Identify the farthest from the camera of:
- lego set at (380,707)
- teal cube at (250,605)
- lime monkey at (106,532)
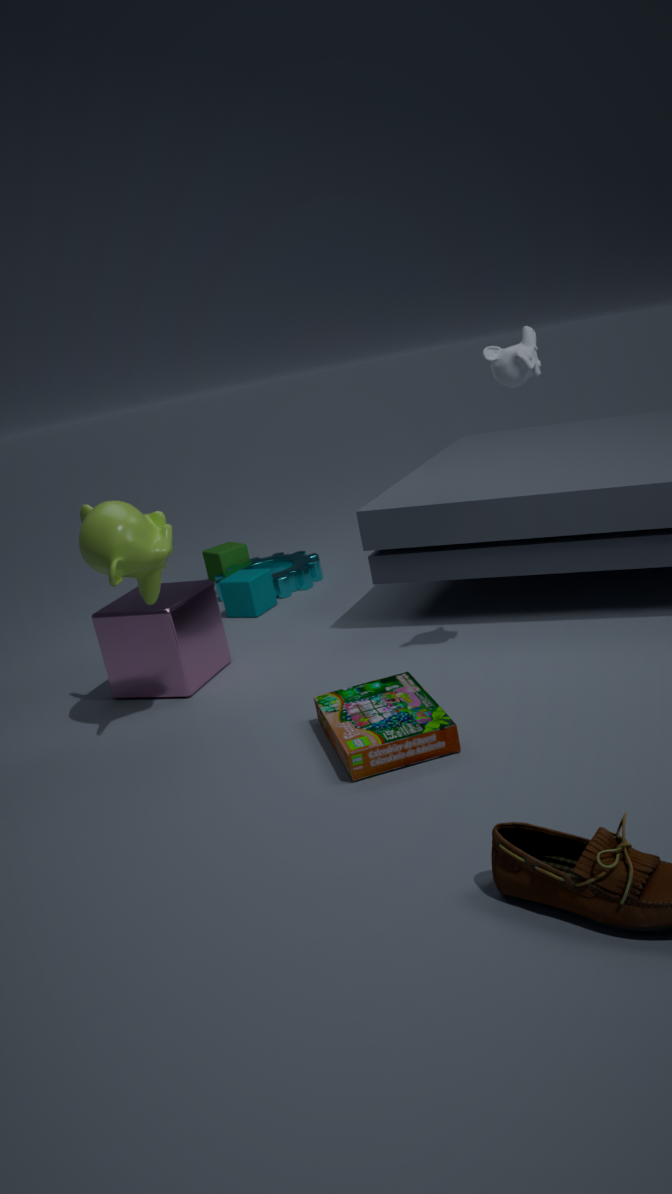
teal cube at (250,605)
